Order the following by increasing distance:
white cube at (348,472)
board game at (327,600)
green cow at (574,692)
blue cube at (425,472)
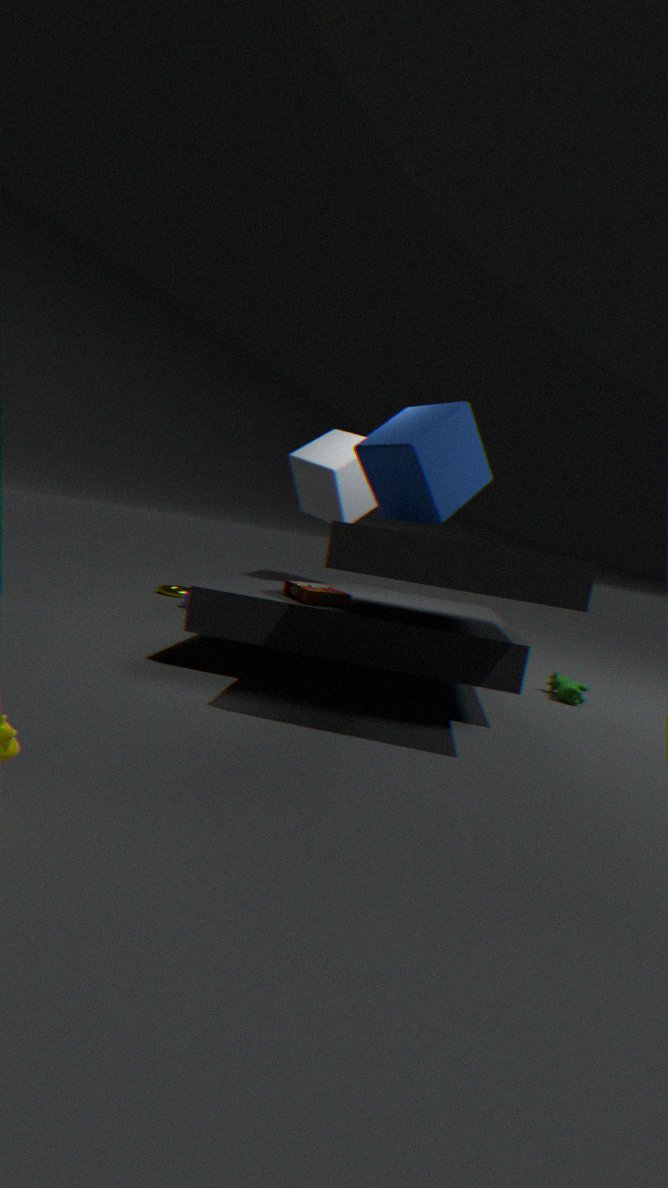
1. blue cube at (425,472)
2. board game at (327,600)
3. white cube at (348,472)
4. green cow at (574,692)
